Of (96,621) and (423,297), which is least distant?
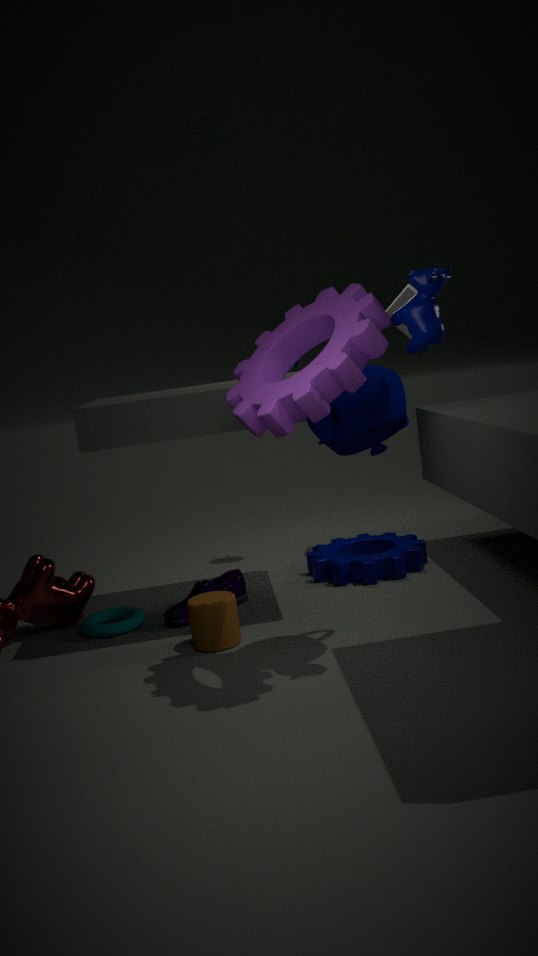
(423,297)
